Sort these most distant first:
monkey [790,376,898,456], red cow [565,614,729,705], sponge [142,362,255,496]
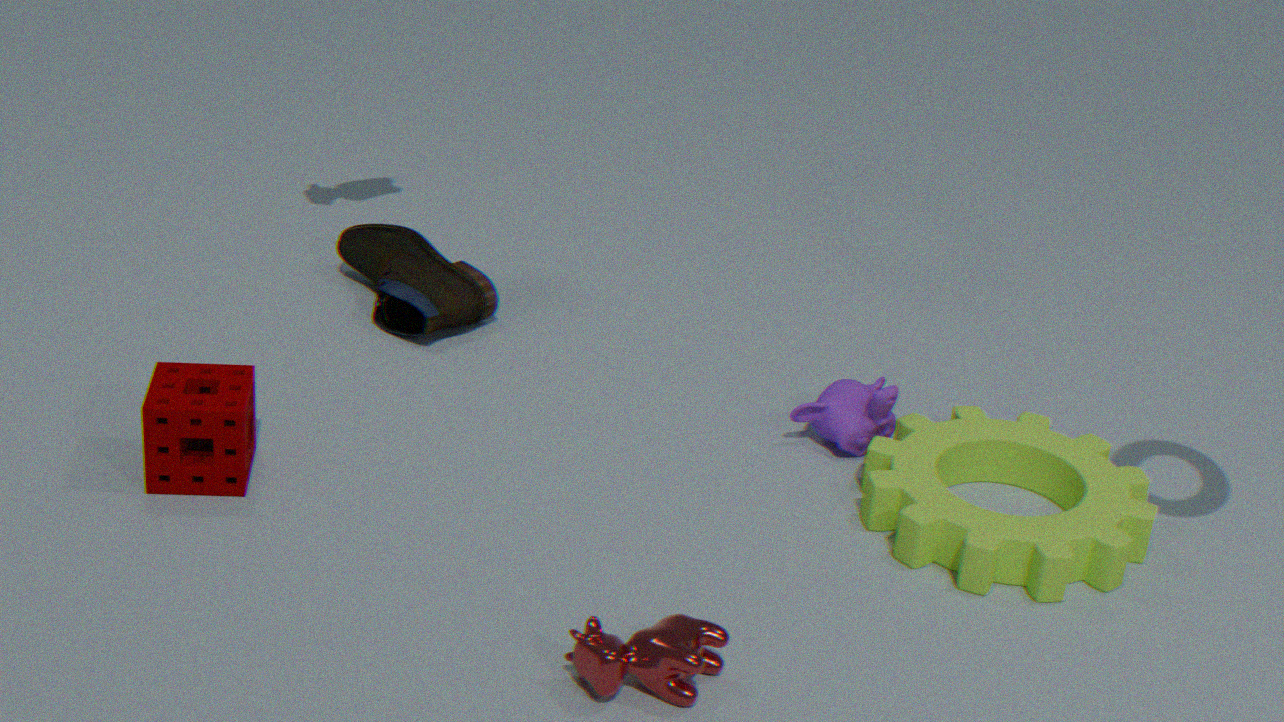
monkey [790,376,898,456] < sponge [142,362,255,496] < red cow [565,614,729,705]
